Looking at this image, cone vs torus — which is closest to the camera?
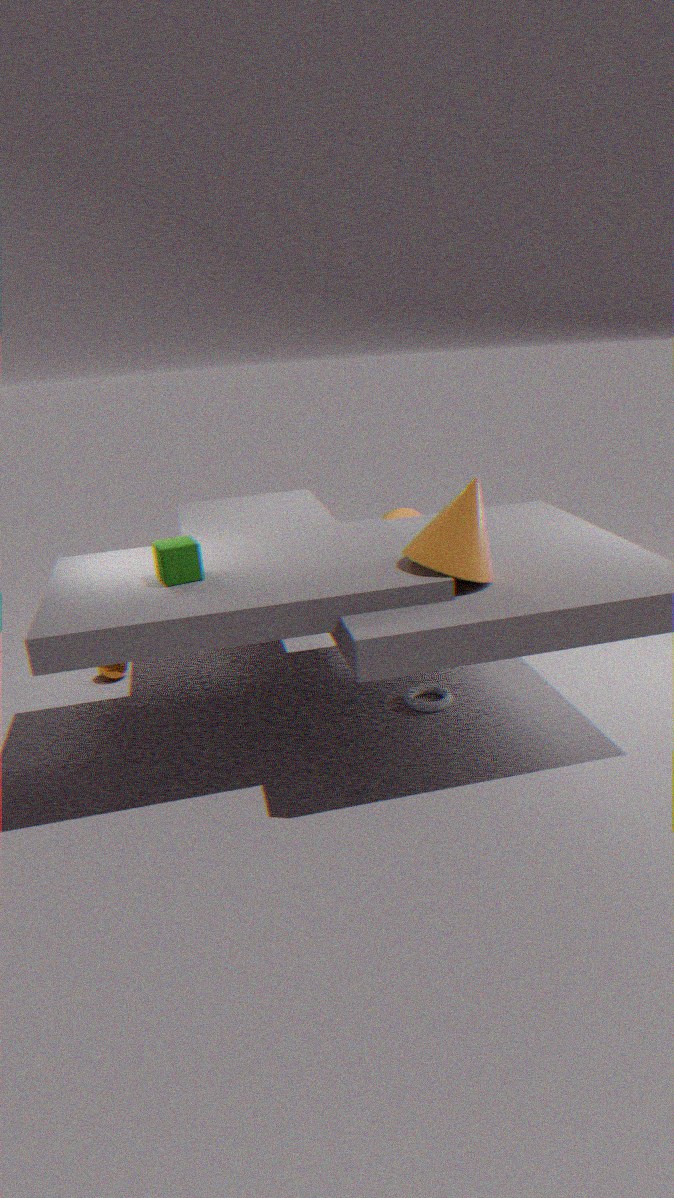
cone
